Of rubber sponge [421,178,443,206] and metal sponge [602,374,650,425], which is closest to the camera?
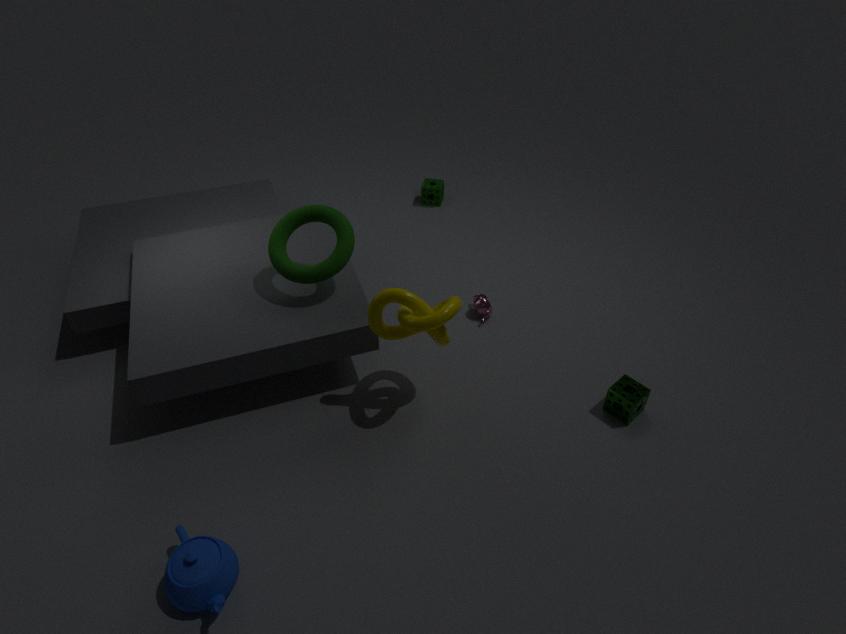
metal sponge [602,374,650,425]
